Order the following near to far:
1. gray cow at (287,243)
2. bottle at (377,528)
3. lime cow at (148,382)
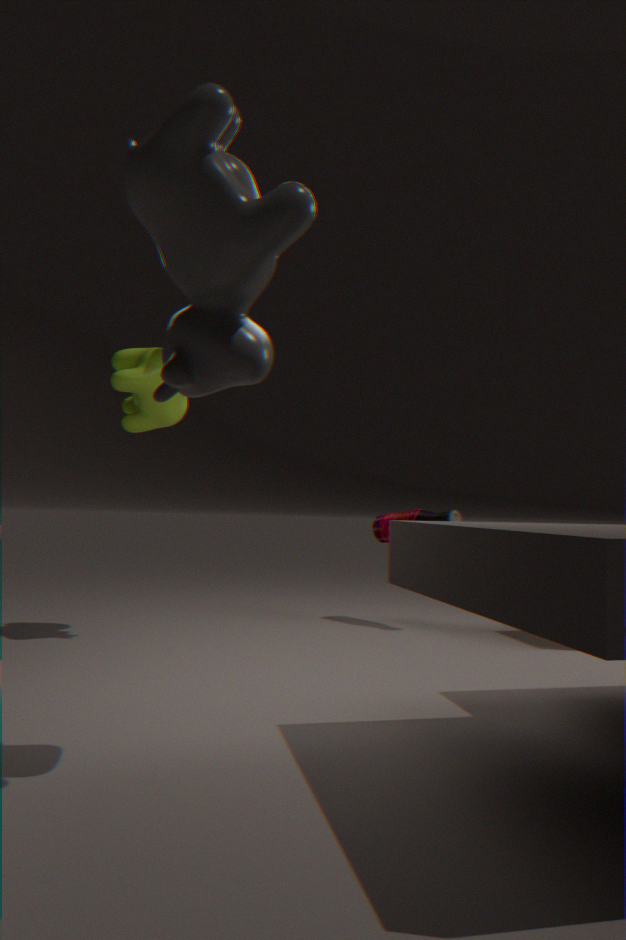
gray cow at (287,243) < lime cow at (148,382) < bottle at (377,528)
